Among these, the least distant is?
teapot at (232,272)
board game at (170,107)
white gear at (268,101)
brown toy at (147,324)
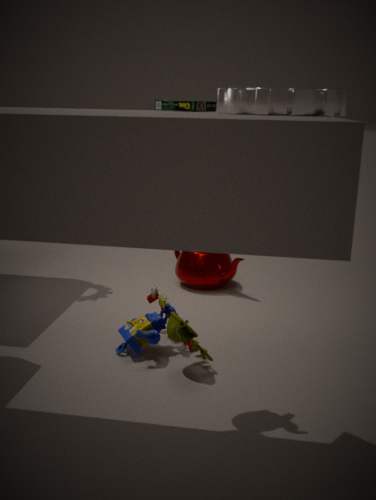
white gear at (268,101)
